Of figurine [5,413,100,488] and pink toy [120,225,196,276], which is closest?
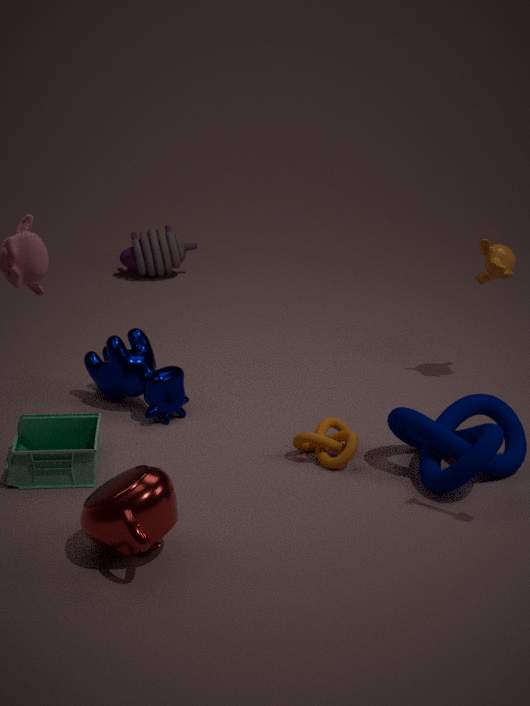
figurine [5,413,100,488]
